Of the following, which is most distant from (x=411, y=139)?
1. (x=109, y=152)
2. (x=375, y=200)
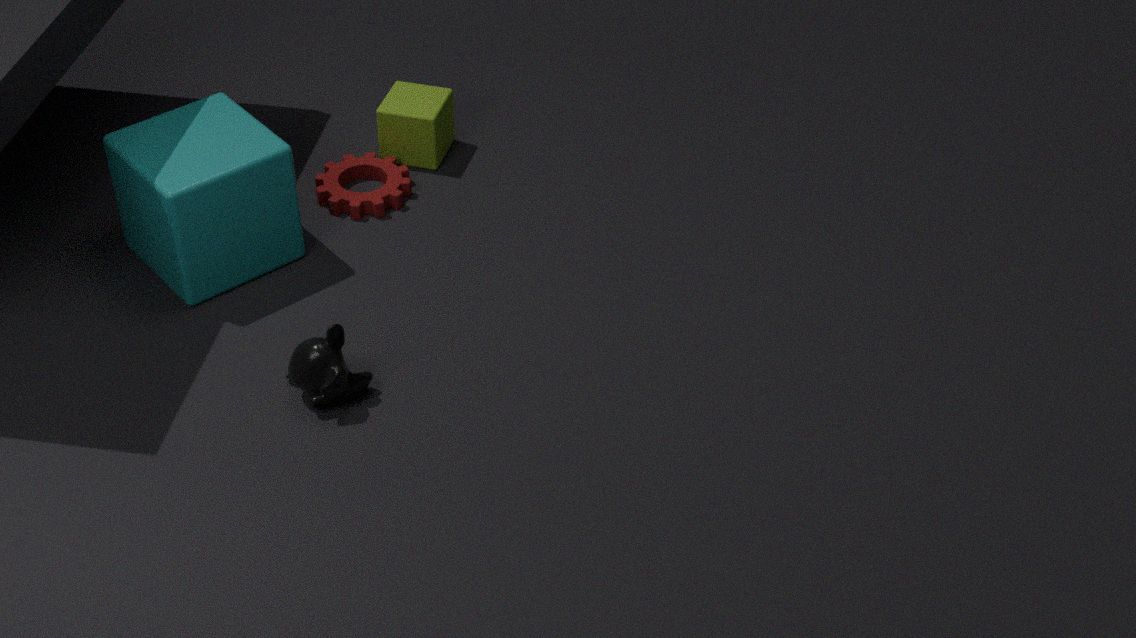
(x=109, y=152)
